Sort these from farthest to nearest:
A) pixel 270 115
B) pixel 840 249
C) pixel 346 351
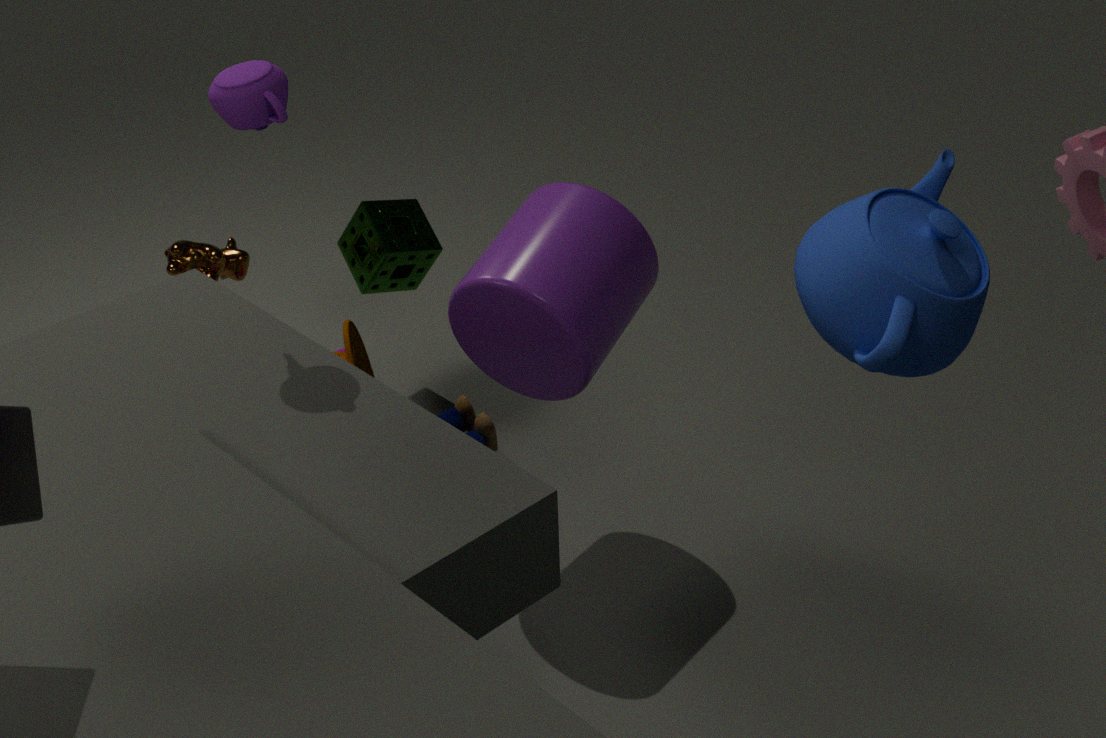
pixel 346 351 → pixel 270 115 → pixel 840 249
